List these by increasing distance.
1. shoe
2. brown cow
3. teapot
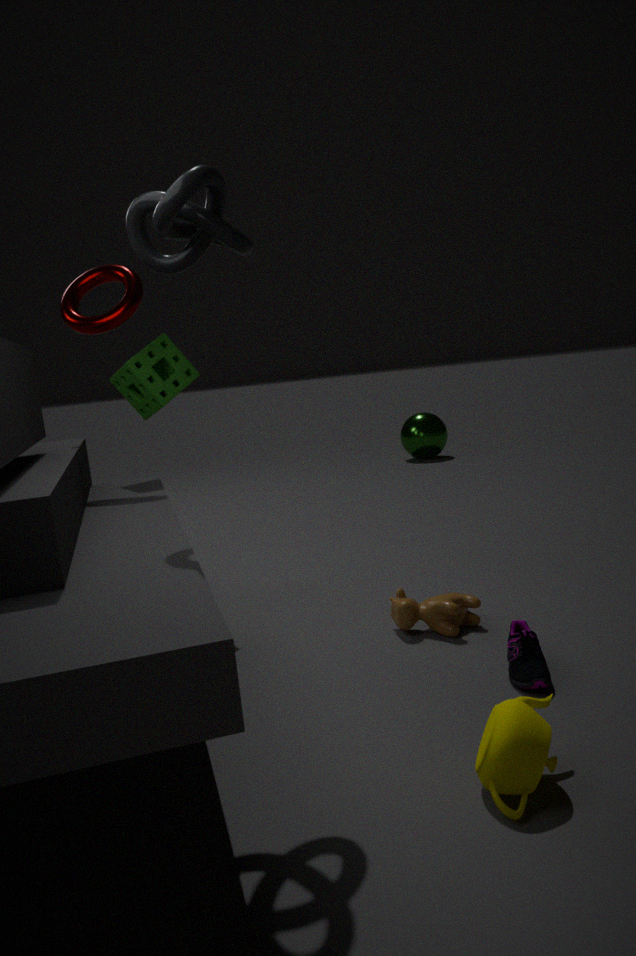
1. teapot
2. shoe
3. brown cow
